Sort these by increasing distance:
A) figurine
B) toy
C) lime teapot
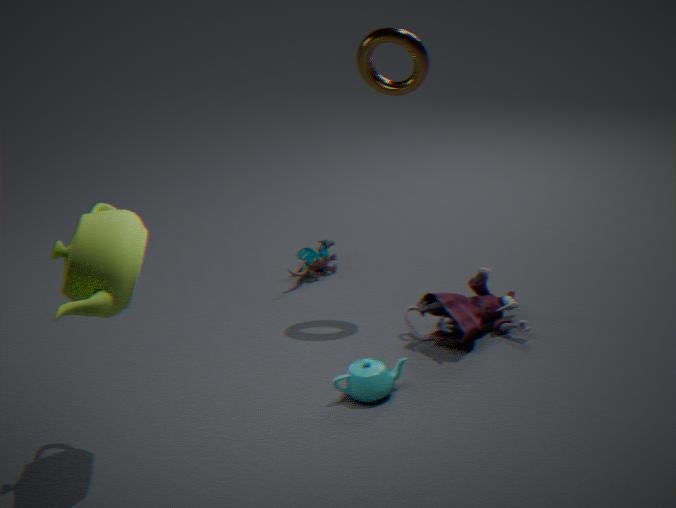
lime teapot
figurine
toy
